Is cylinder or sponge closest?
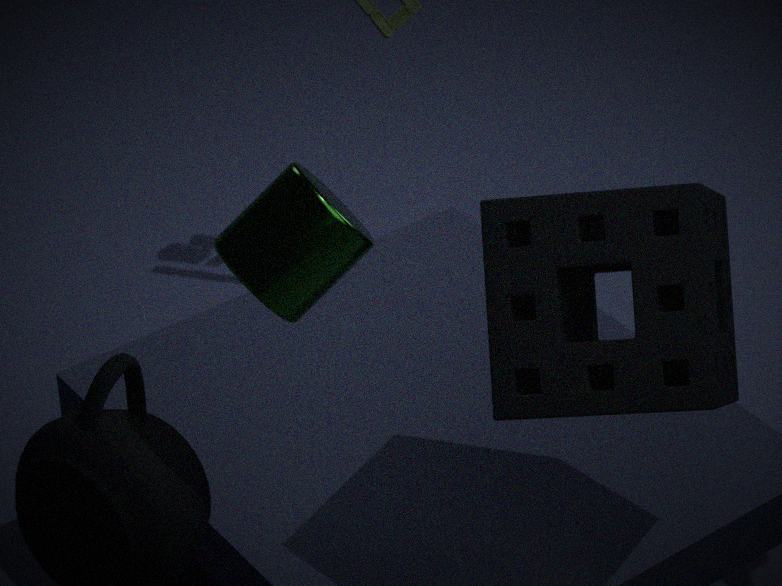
cylinder
